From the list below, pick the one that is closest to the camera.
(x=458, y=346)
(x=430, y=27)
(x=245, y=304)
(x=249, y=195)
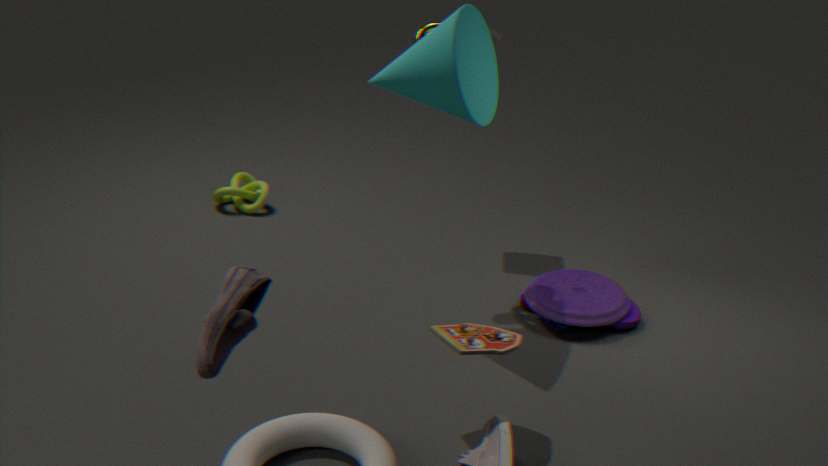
(x=245, y=304)
